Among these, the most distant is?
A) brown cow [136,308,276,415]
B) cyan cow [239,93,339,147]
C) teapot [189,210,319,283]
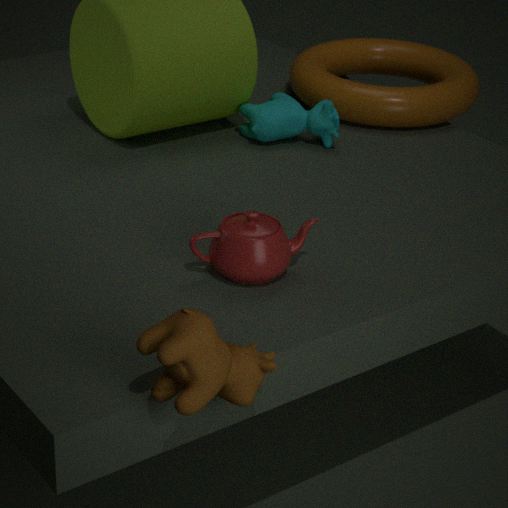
cyan cow [239,93,339,147]
